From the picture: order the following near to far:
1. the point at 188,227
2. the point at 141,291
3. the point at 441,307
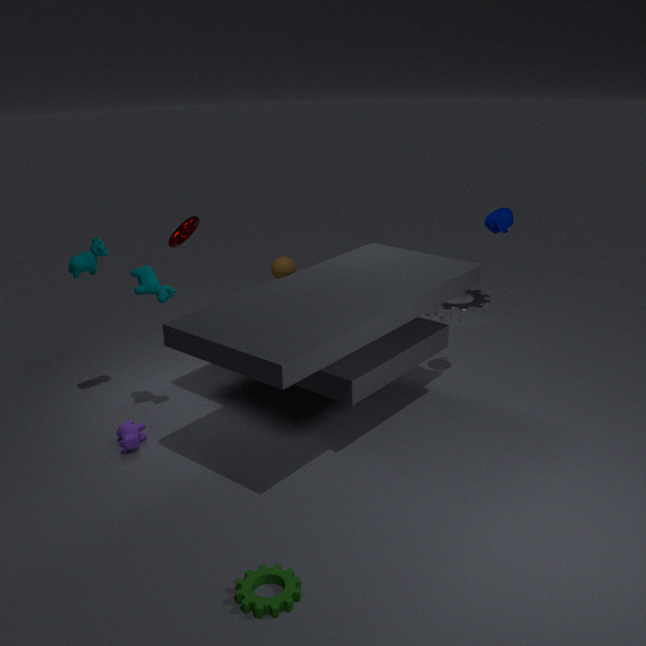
1. the point at 141,291
2. the point at 188,227
3. the point at 441,307
